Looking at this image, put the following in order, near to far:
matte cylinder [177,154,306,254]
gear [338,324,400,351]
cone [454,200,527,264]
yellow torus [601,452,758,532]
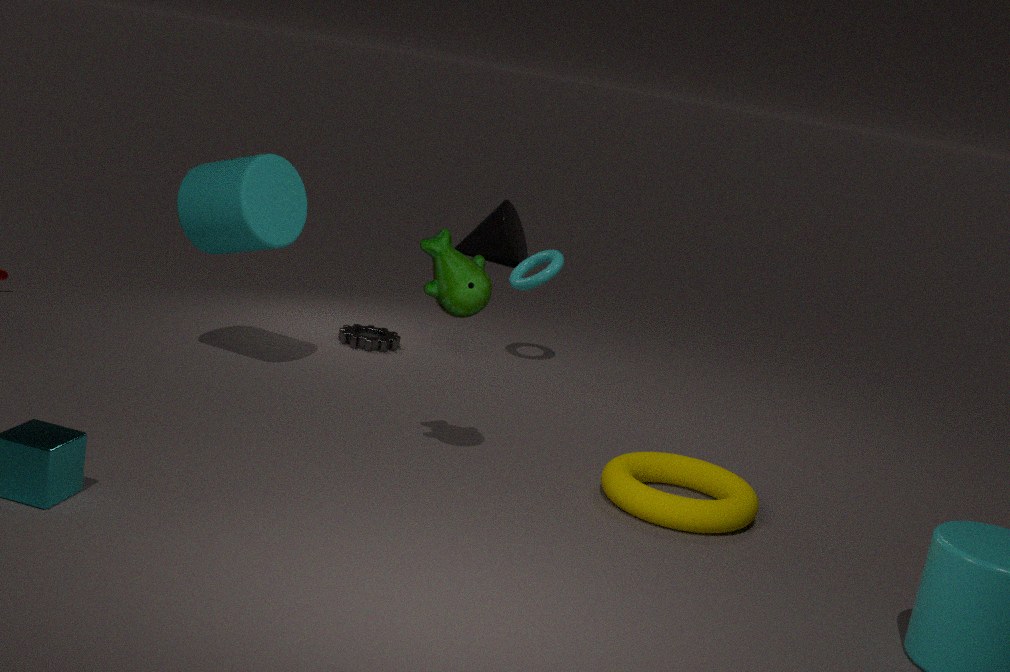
yellow torus [601,452,758,532]
matte cylinder [177,154,306,254]
gear [338,324,400,351]
cone [454,200,527,264]
